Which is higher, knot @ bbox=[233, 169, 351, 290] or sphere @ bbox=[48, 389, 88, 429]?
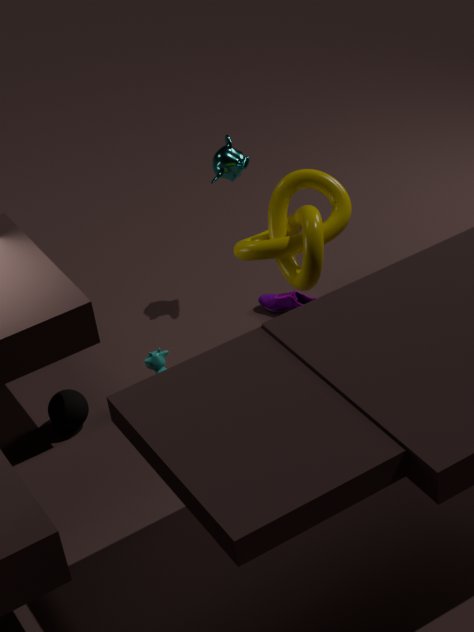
knot @ bbox=[233, 169, 351, 290]
